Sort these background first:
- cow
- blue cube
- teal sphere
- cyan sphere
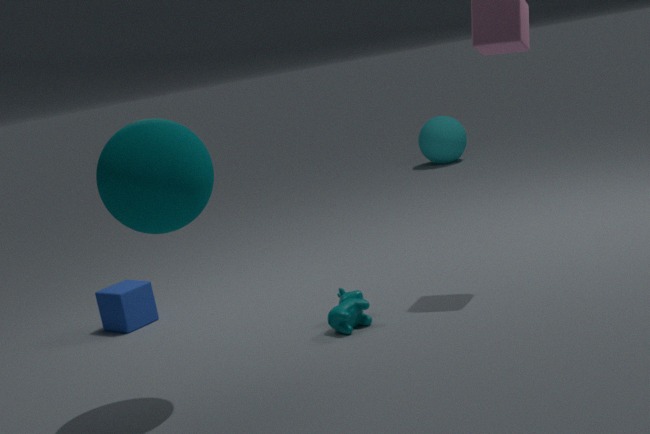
cyan sphere < blue cube < cow < teal sphere
